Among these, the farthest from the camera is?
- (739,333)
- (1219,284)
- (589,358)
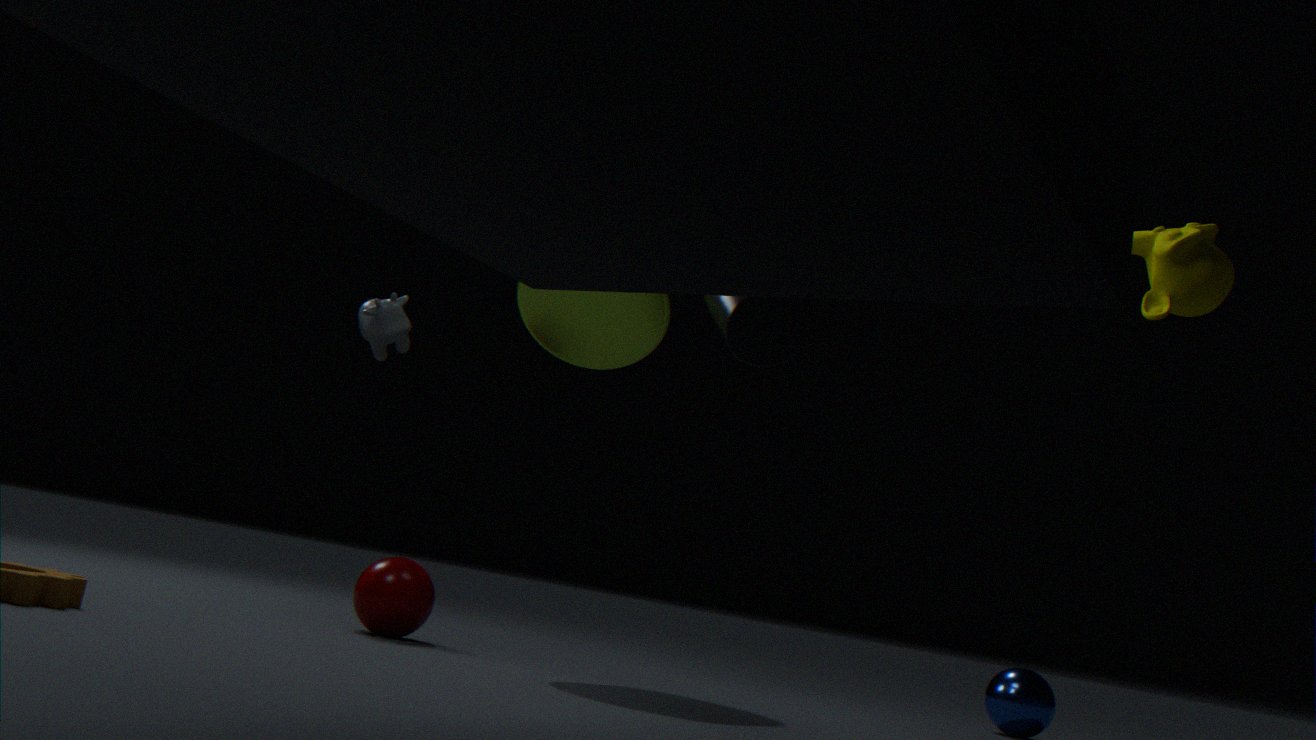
(589,358)
